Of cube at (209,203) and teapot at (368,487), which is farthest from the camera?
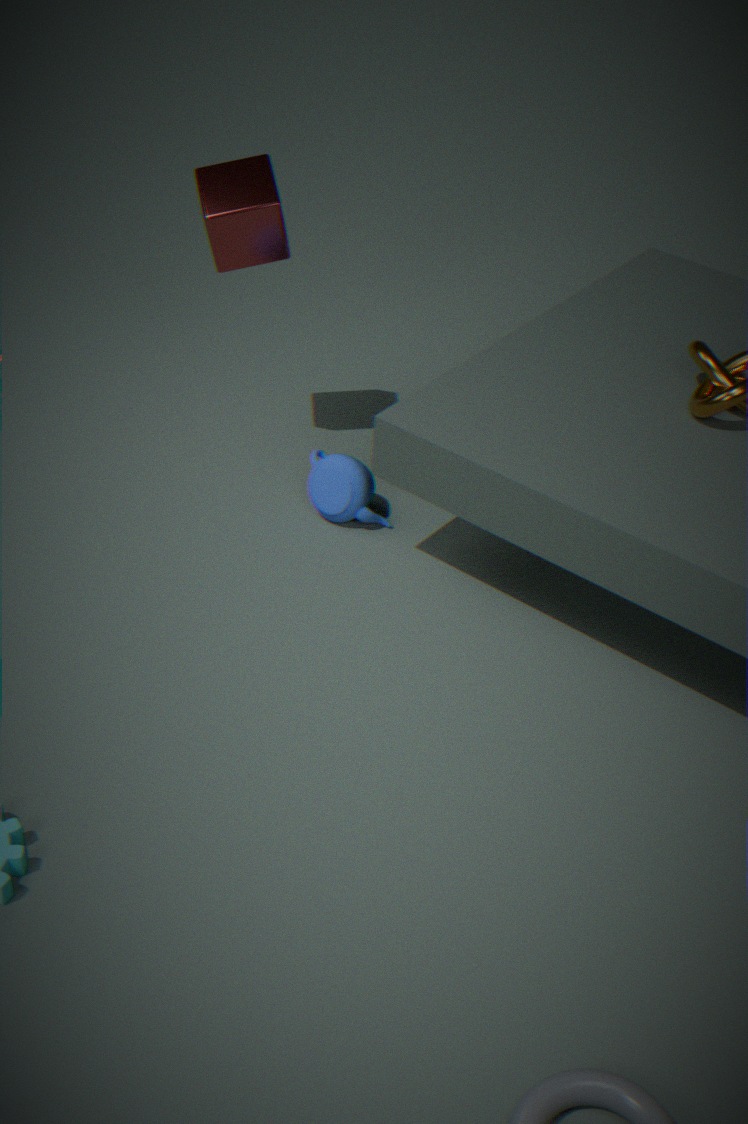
teapot at (368,487)
